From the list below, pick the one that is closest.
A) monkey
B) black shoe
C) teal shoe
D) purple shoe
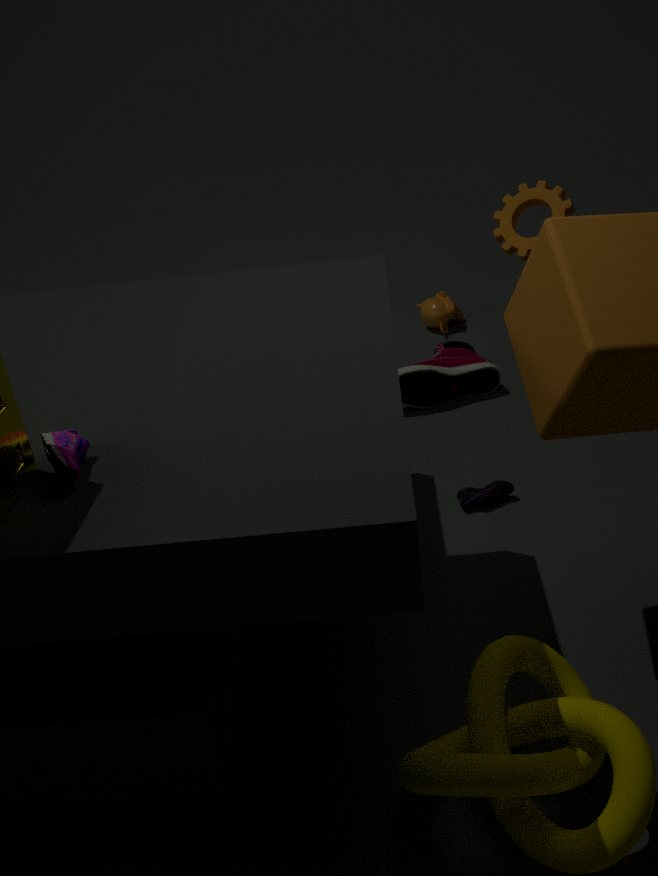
purple shoe
